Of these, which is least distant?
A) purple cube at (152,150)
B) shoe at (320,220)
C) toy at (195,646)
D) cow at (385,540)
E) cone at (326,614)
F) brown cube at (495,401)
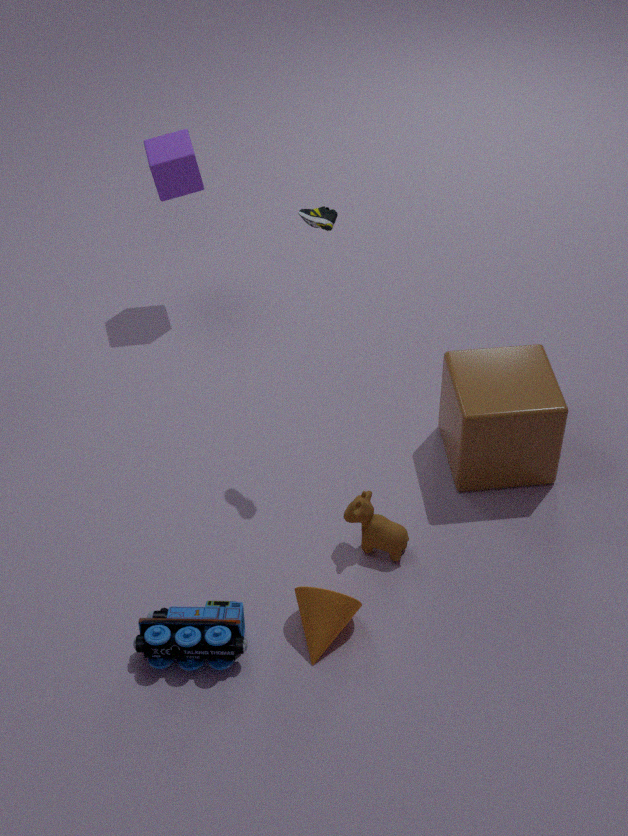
toy at (195,646)
